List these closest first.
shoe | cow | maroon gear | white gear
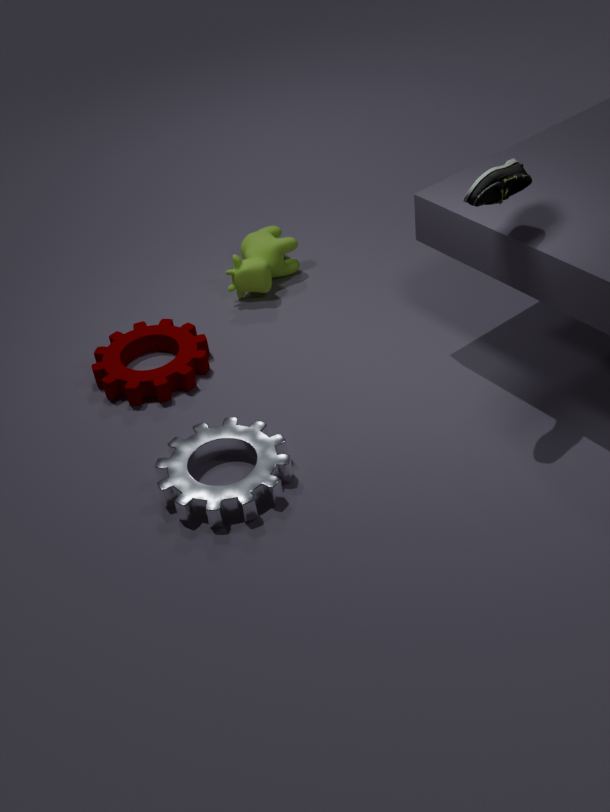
shoe → white gear → maroon gear → cow
